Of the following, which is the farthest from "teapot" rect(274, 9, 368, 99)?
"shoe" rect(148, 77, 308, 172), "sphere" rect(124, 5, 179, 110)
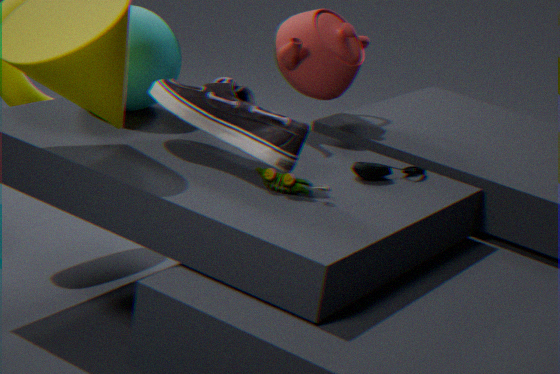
"sphere" rect(124, 5, 179, 110)
